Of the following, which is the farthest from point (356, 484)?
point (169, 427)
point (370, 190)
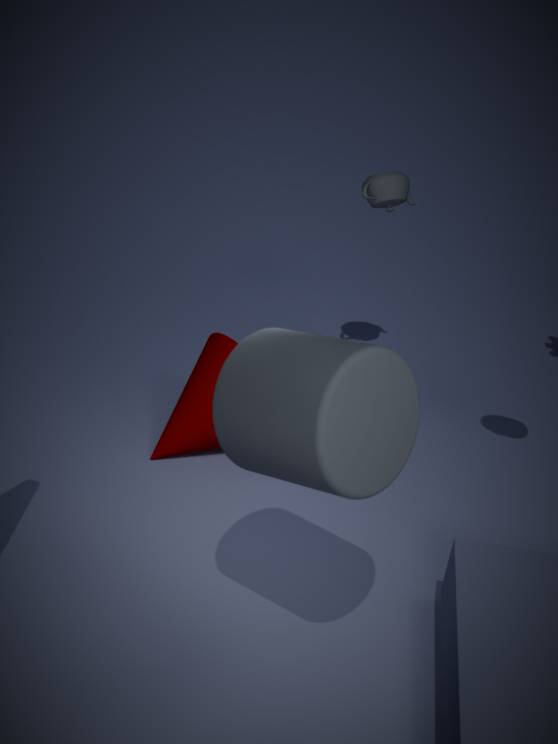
point (370, 190)
